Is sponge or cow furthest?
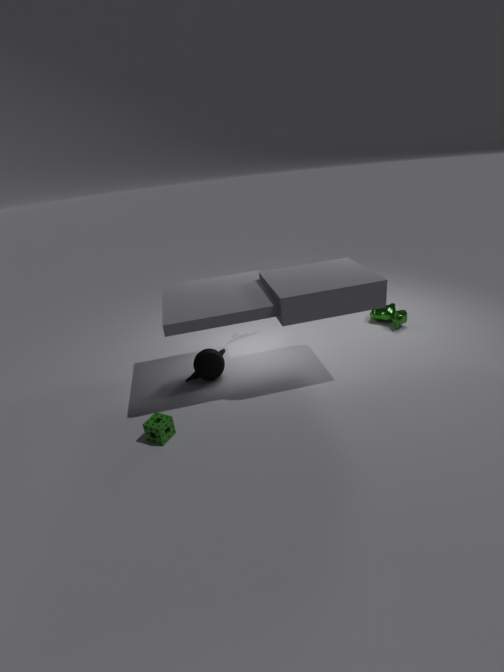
cow
